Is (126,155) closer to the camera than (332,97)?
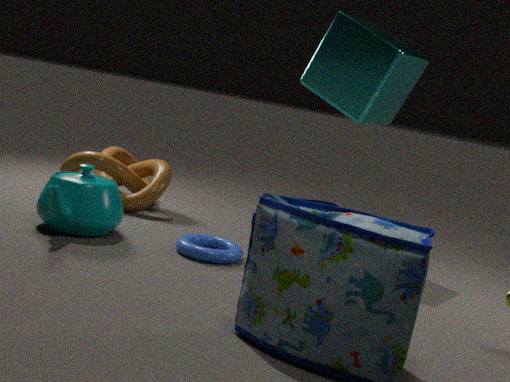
No
